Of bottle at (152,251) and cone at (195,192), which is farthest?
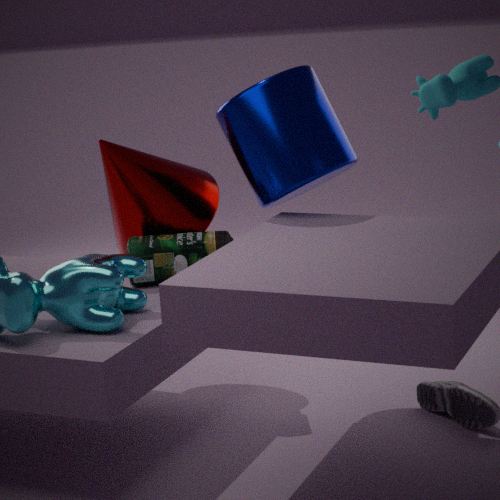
cone at (195,192)
